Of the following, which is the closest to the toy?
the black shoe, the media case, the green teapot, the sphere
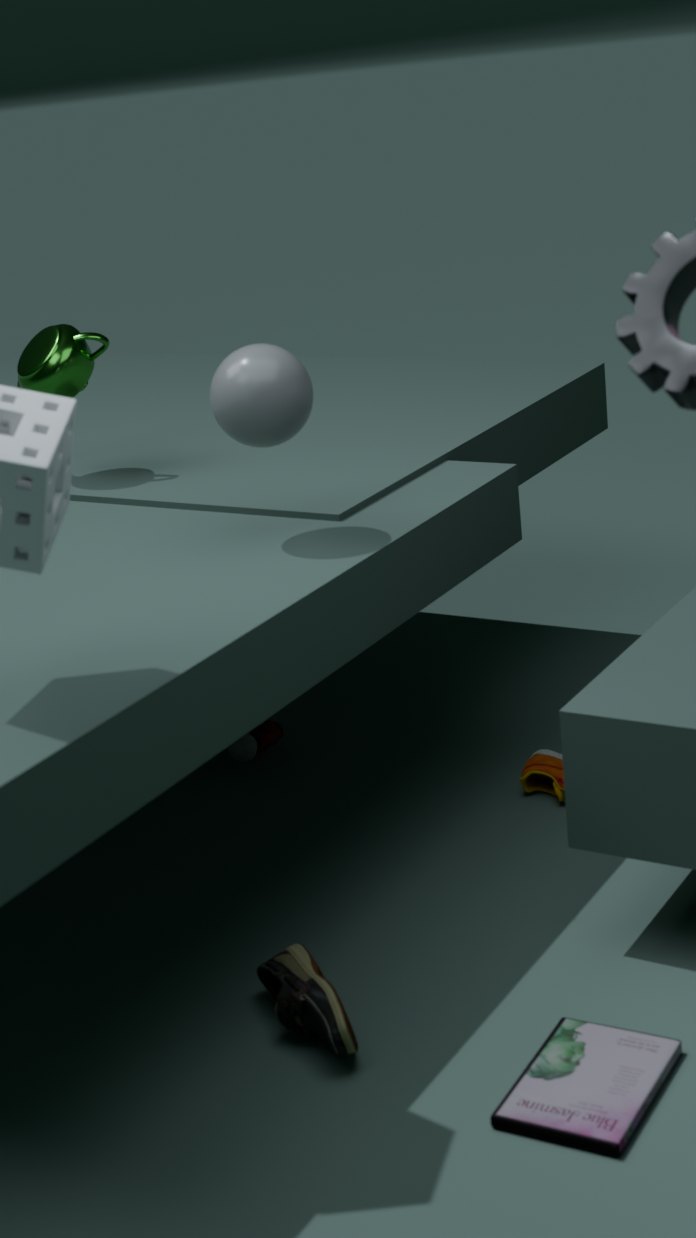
the green teapot
